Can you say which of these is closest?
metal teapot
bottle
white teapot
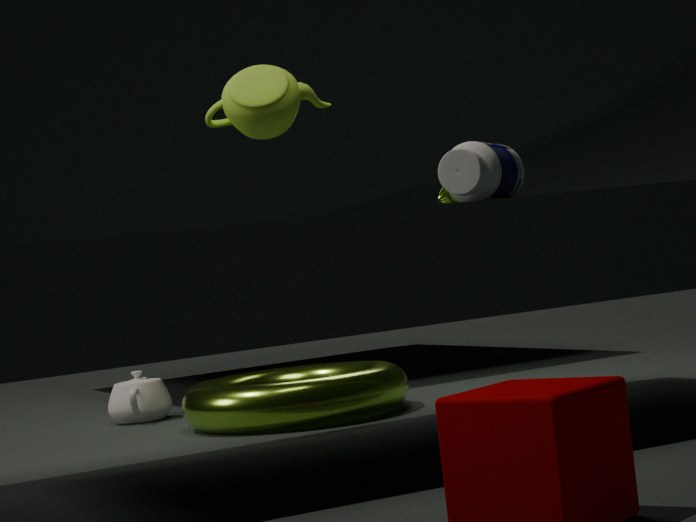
bottle
